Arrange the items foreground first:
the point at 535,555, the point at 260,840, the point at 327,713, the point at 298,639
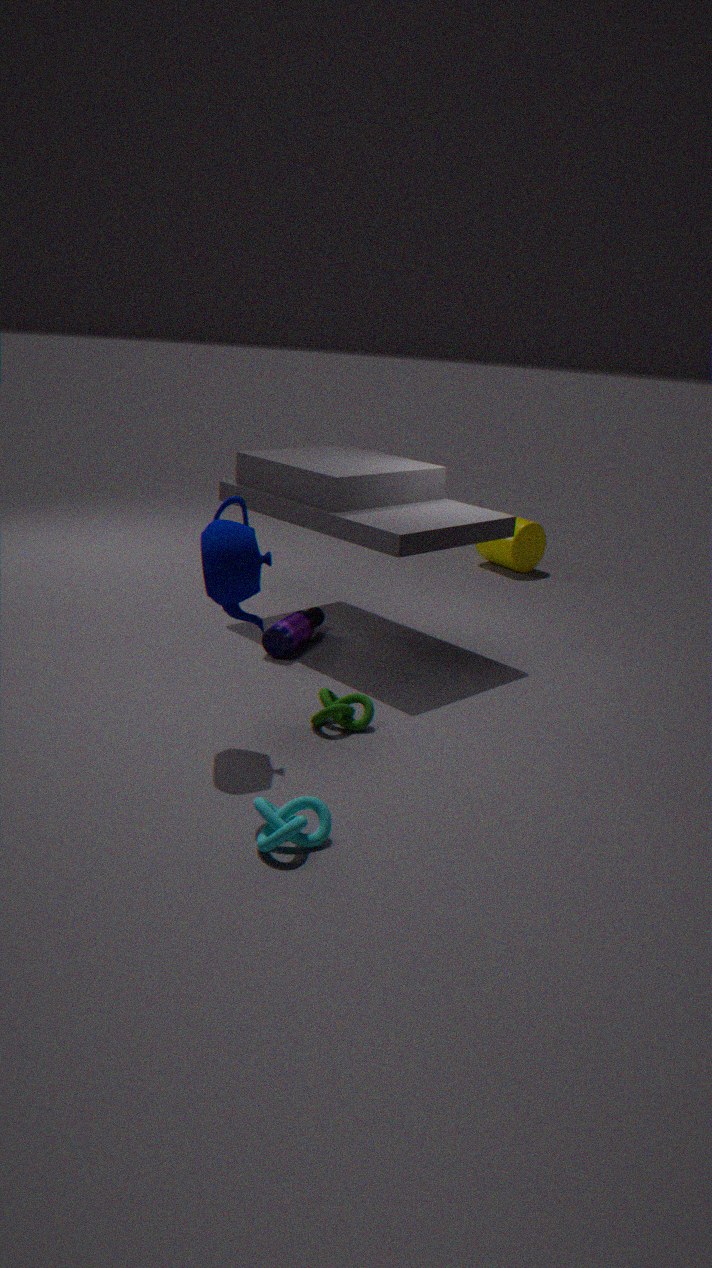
the point at 260,840
the point at 327,713
the point at 298,639
the point at 535,555
